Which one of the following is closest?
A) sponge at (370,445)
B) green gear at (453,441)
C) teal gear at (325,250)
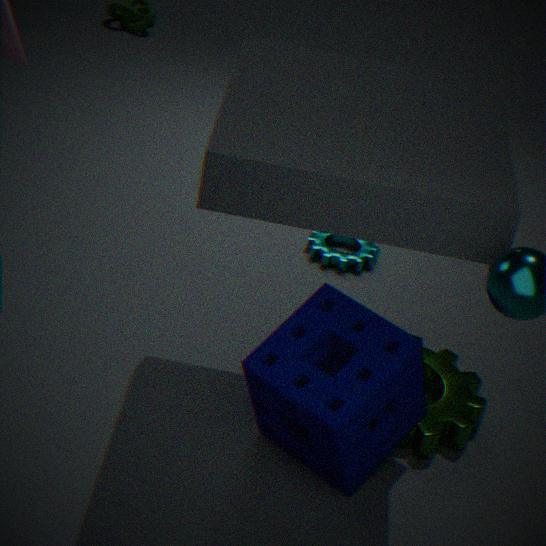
sponge at (370,445)
